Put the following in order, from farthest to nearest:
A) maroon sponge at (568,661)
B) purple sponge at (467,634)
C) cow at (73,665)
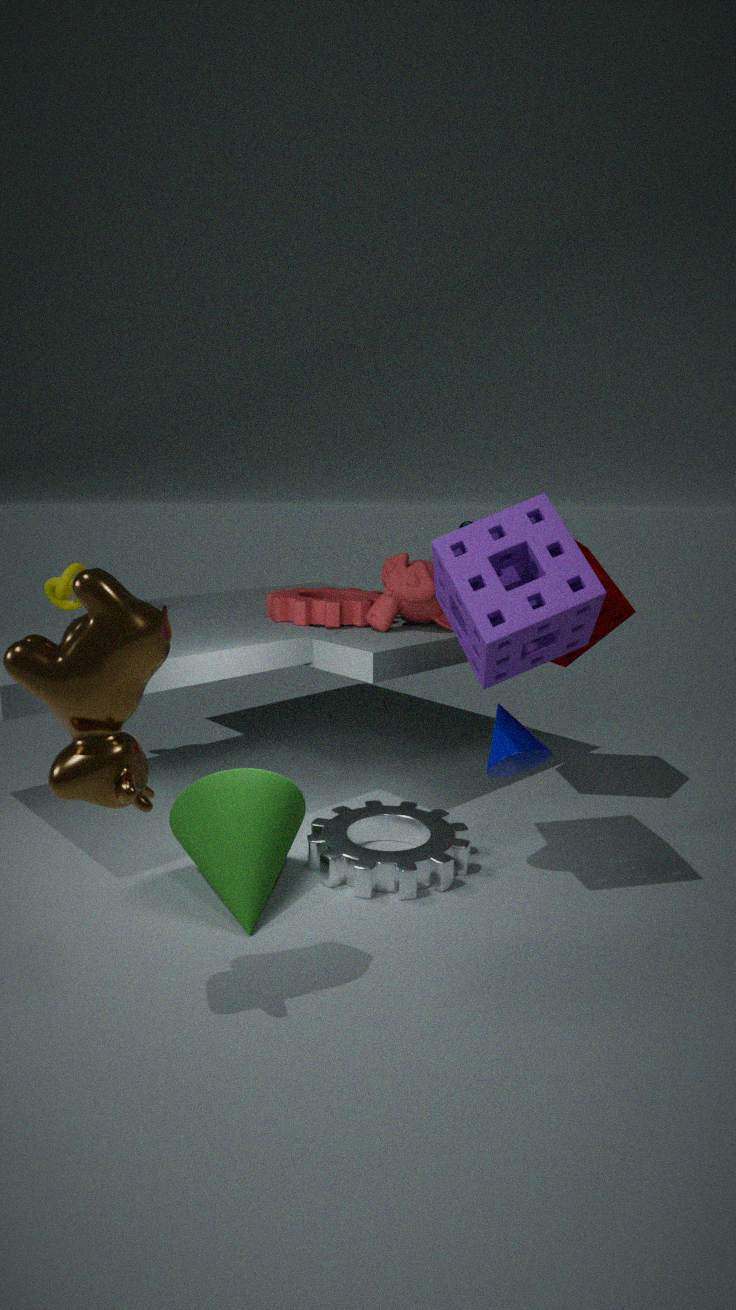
maroon sponge at (568,661) < purple sponge at (467,634) < cow at (73,665)
